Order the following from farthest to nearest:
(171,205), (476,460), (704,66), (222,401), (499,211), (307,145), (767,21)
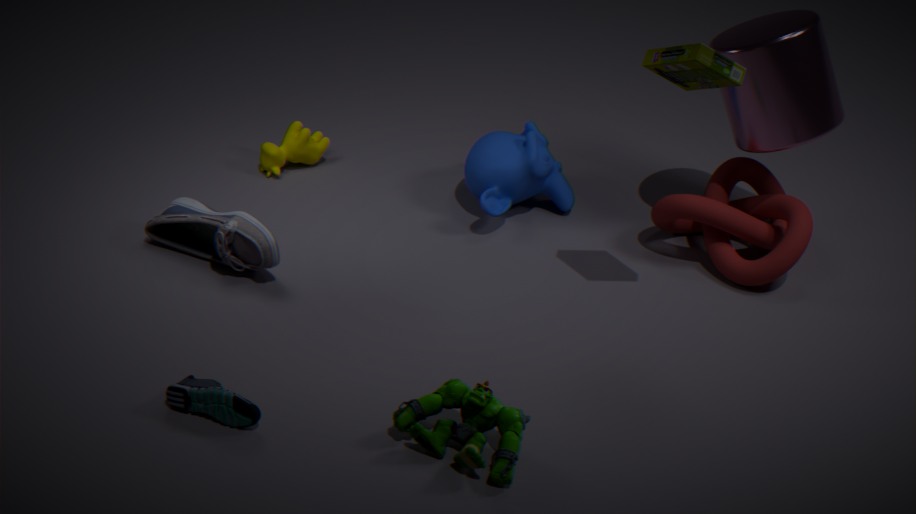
(307,145) → (499,211) → (767,21) → (171,205) → (704,66) → (222,401) → (476,460)
